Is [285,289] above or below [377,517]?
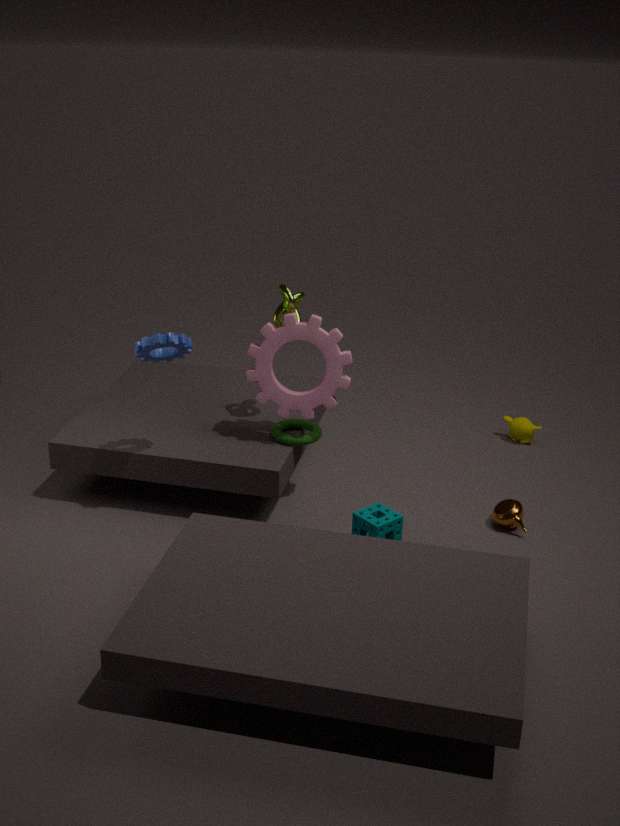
above
